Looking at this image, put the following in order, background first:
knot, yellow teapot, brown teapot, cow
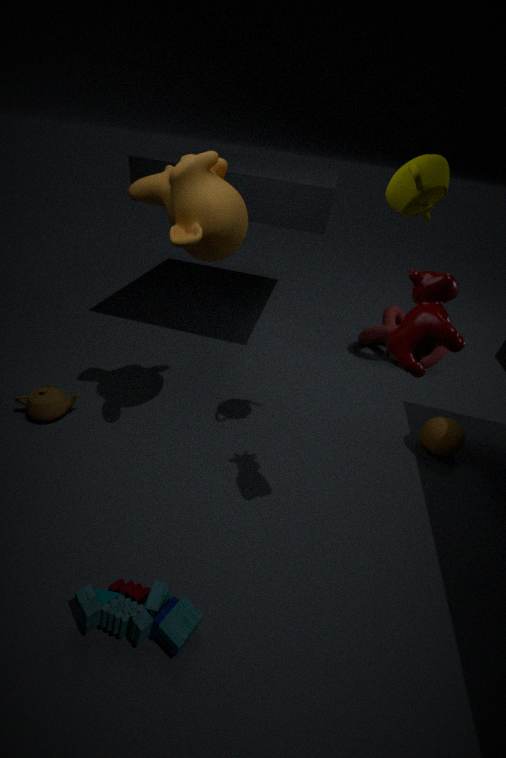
knot < brown teapot < yellow teapot < cow
